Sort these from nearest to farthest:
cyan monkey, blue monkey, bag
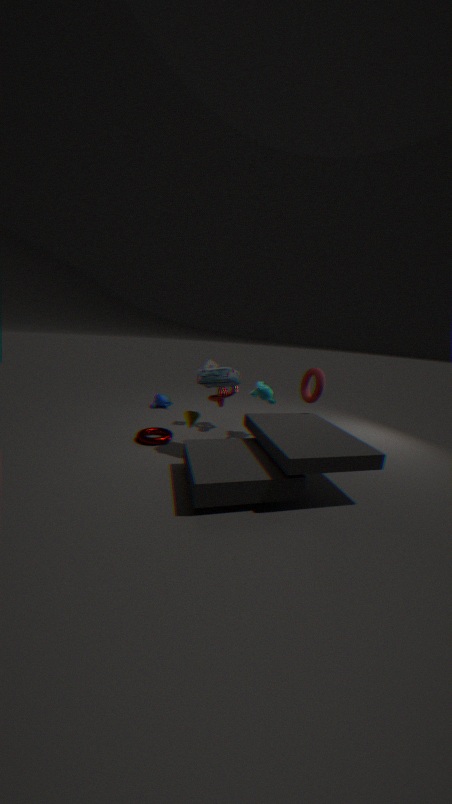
bag < cyan monkey < blue monkey
